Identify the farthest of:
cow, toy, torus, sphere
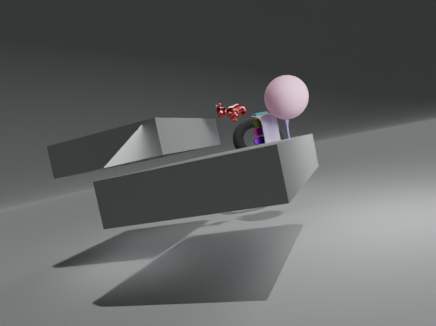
torus
